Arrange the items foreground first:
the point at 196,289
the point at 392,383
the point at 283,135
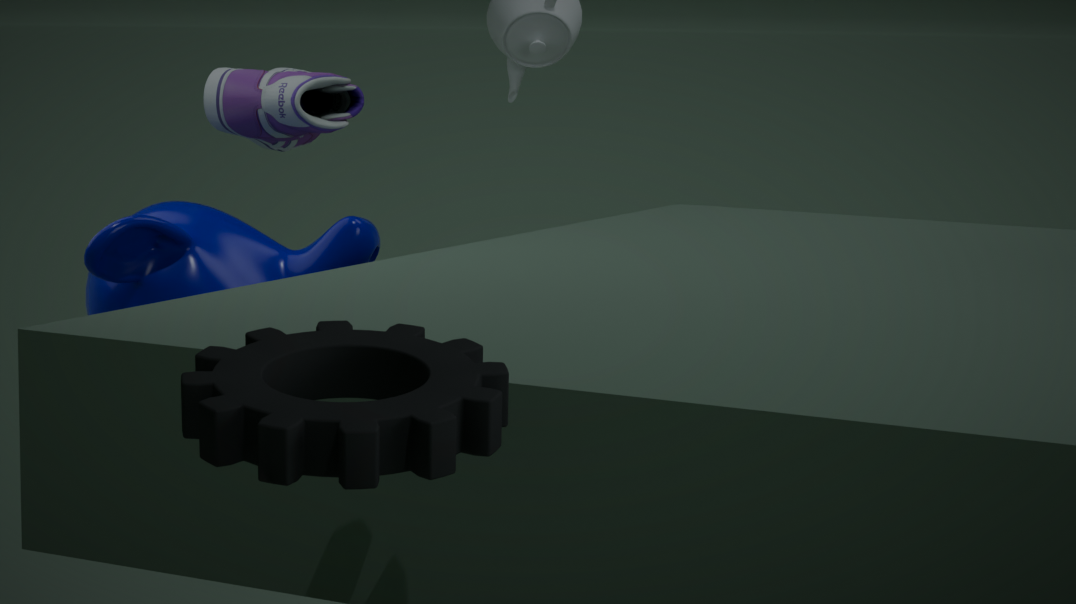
the point at 392,383
the point at 196,289
the point at 283,135
